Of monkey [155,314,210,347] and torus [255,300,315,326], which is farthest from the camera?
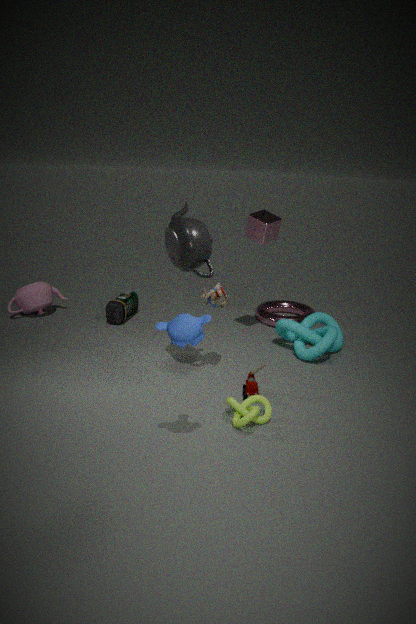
torus [255,300,315,326]
